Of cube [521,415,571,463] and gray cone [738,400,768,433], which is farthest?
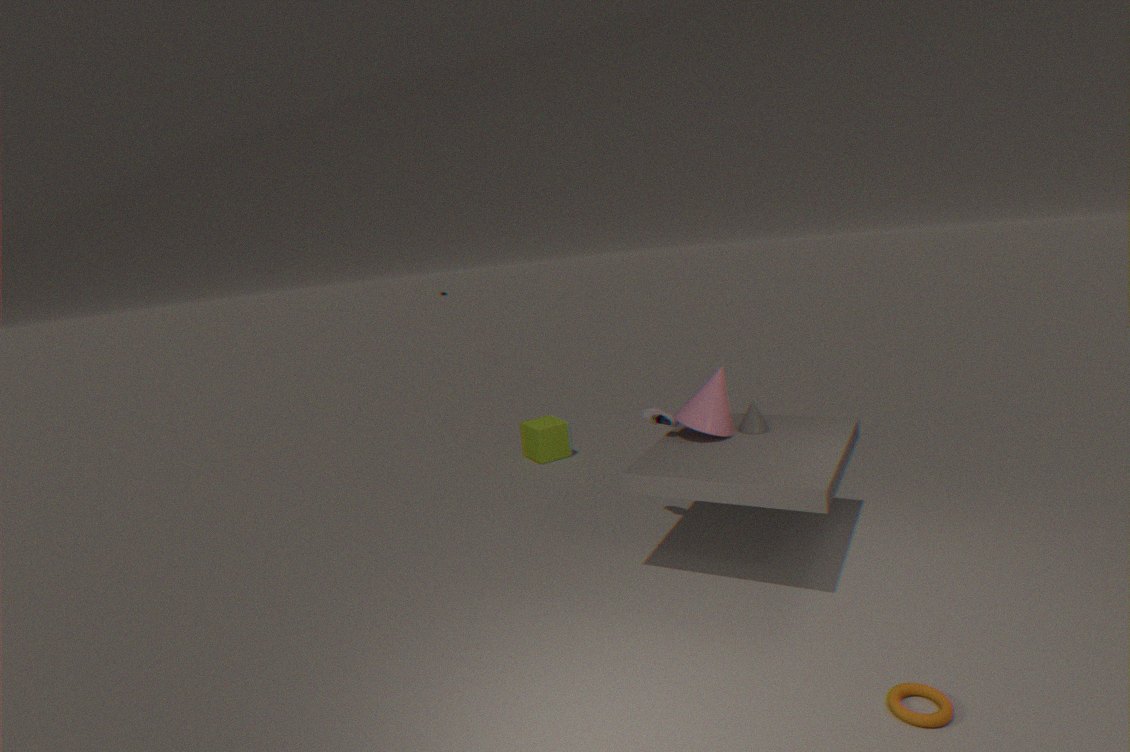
cube [521,415,571,463]
